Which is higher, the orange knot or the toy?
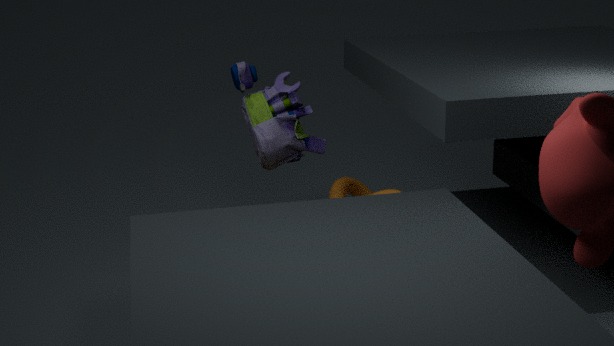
the toy
